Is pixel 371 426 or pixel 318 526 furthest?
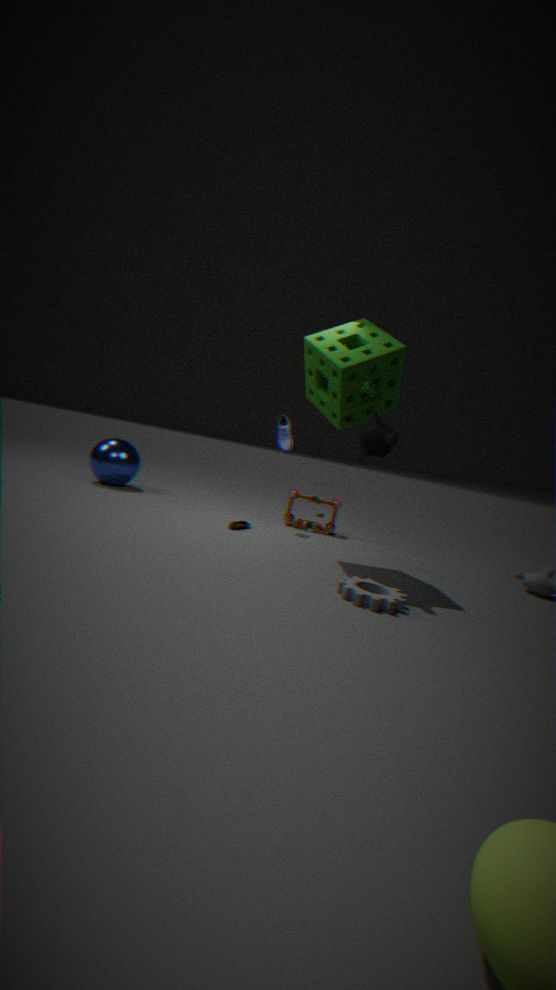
pixel 318 526
